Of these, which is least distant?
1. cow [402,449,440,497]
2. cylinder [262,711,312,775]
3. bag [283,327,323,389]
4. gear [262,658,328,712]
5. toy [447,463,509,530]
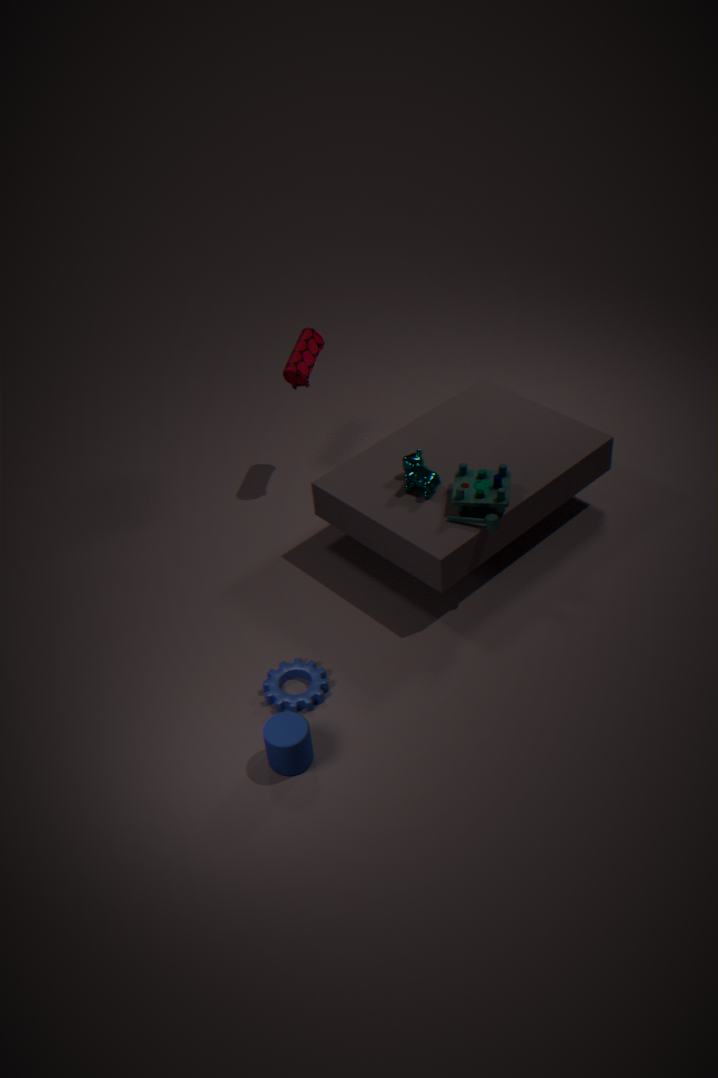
cylinder [262,711,312,775]
